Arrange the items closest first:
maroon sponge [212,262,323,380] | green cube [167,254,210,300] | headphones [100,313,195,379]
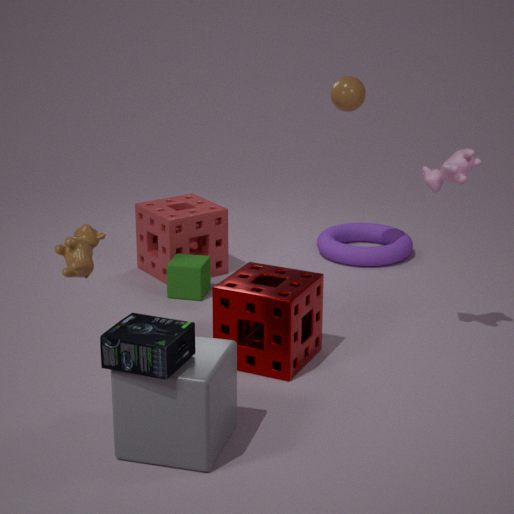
headphones [100,313,195,379], maroon sponge [212,262,323,380], green cube [167,254,210,300]
